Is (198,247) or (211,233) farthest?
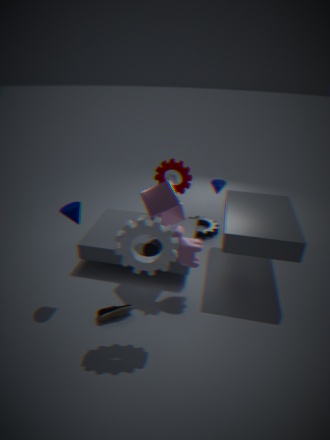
(211,233)
